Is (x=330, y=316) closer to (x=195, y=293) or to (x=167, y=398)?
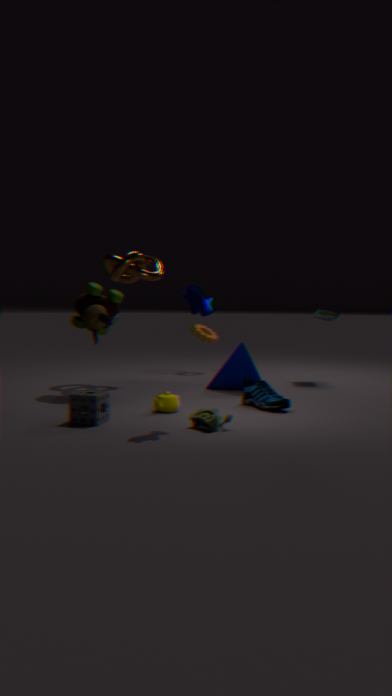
(x=167, y=398)
